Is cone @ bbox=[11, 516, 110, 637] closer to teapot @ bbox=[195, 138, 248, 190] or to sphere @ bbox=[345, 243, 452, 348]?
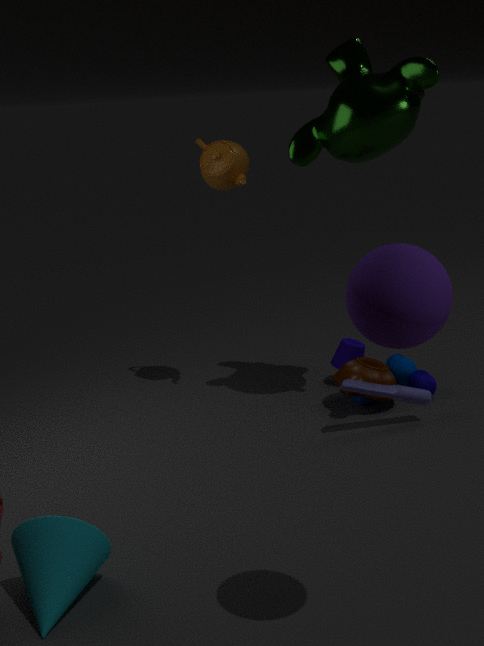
sphere @ bbox=[345, 243, 452, 348]
